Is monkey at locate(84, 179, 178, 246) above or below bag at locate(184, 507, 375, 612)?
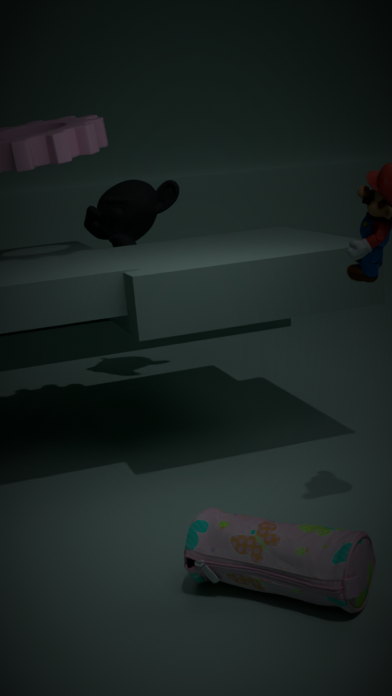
above
